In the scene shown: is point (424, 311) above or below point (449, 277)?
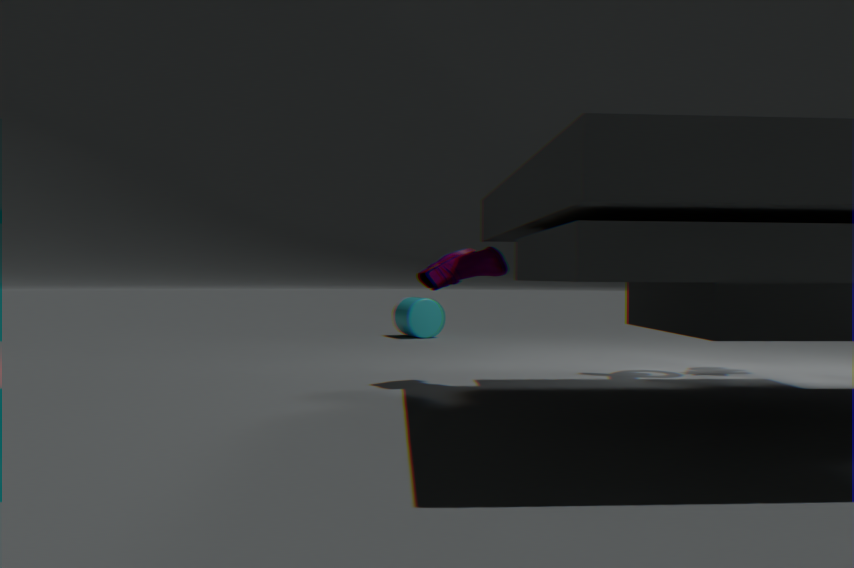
below
